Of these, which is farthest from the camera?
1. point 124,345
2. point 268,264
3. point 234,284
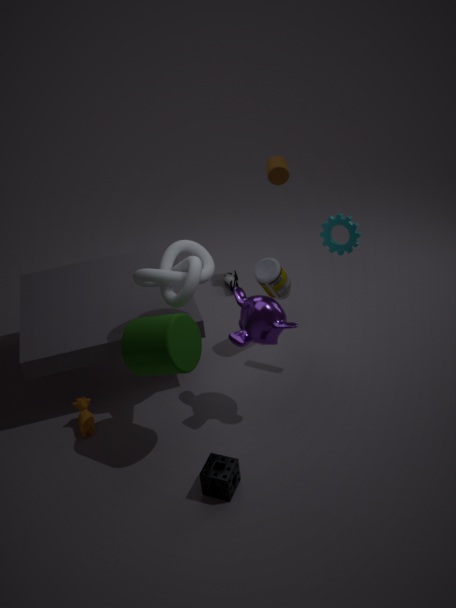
point 234,284
